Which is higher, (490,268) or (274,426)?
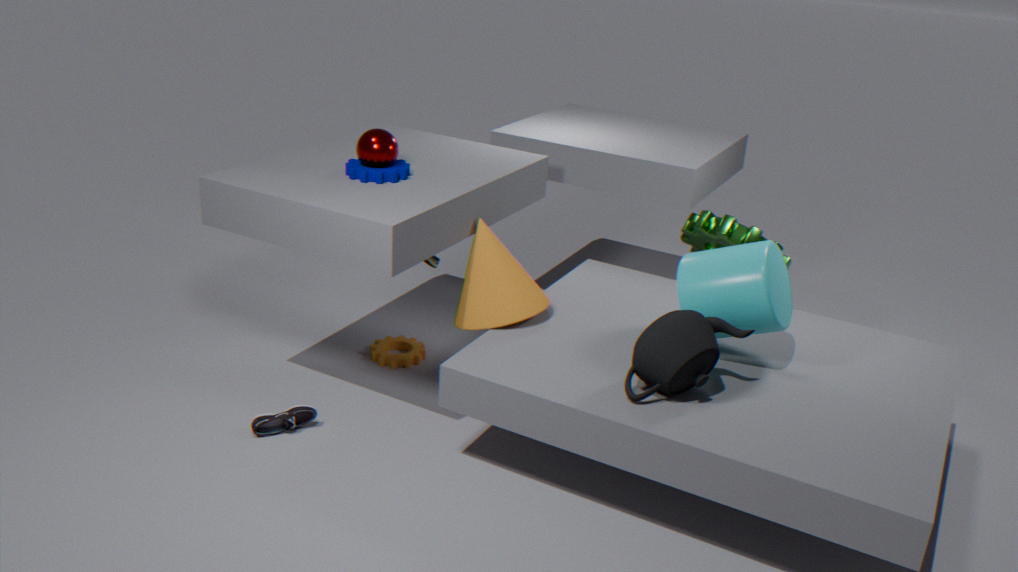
(490,268)
